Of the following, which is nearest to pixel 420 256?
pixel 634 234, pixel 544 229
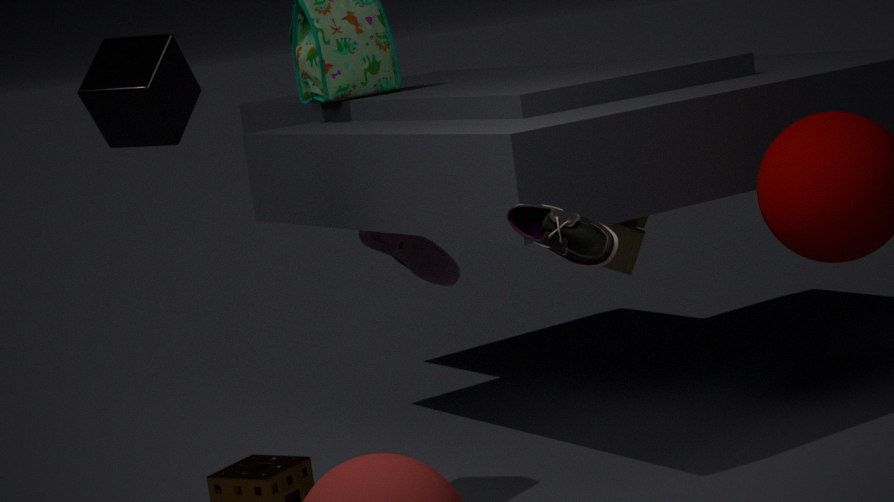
pixel 634 234
